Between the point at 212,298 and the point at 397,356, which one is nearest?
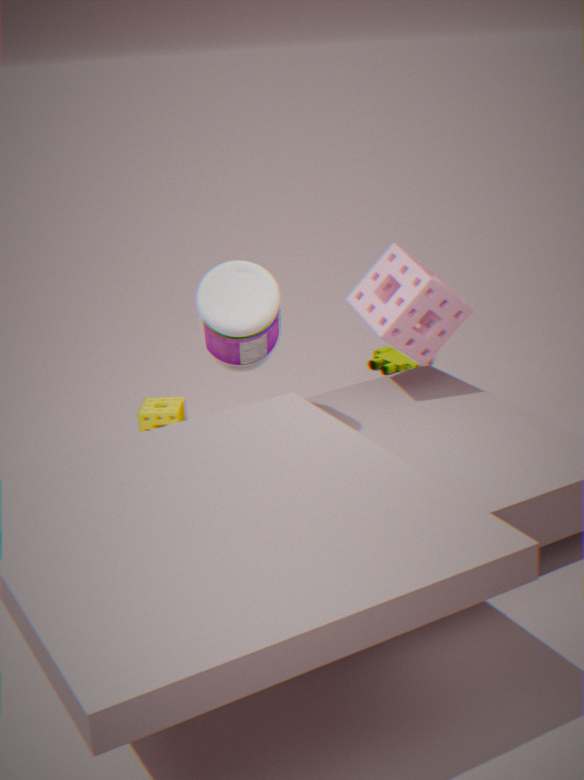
the point at 212,298
